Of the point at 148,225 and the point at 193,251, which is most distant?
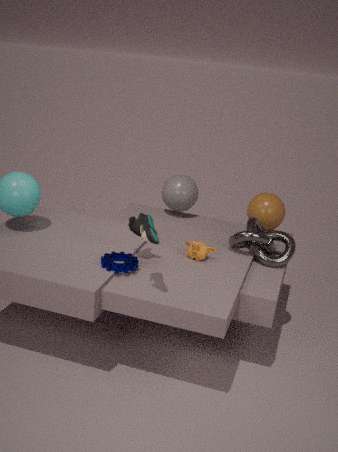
the point at 193,251
